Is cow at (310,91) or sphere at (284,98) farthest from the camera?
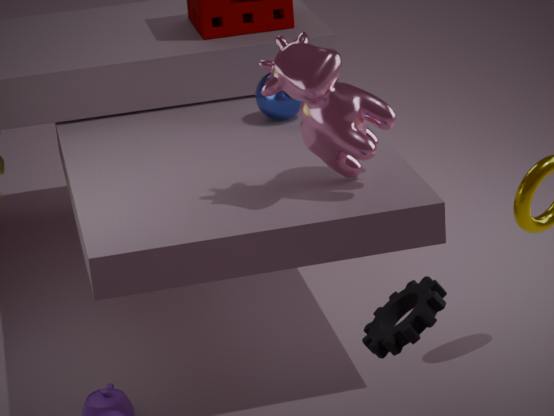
sphere at (284,98)
